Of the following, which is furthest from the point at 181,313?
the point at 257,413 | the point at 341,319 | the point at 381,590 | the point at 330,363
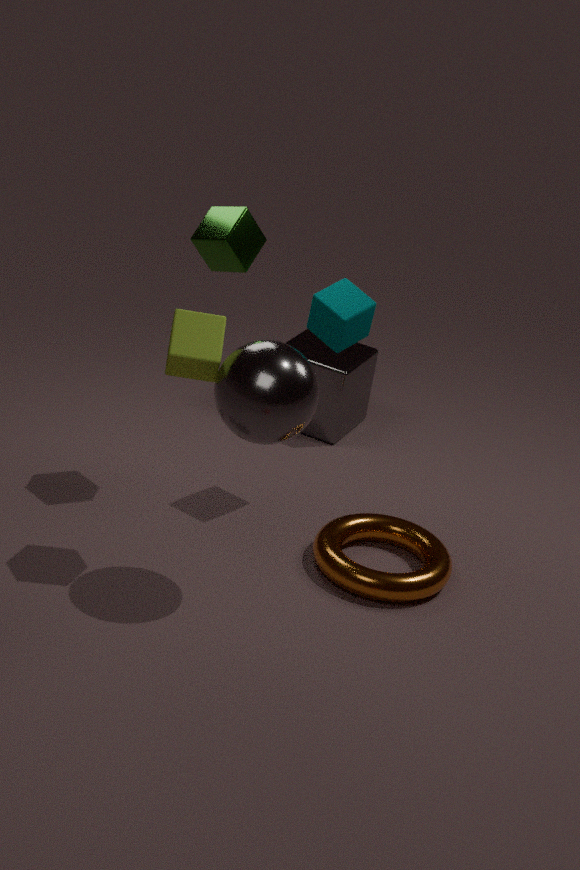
the point at 330,363
